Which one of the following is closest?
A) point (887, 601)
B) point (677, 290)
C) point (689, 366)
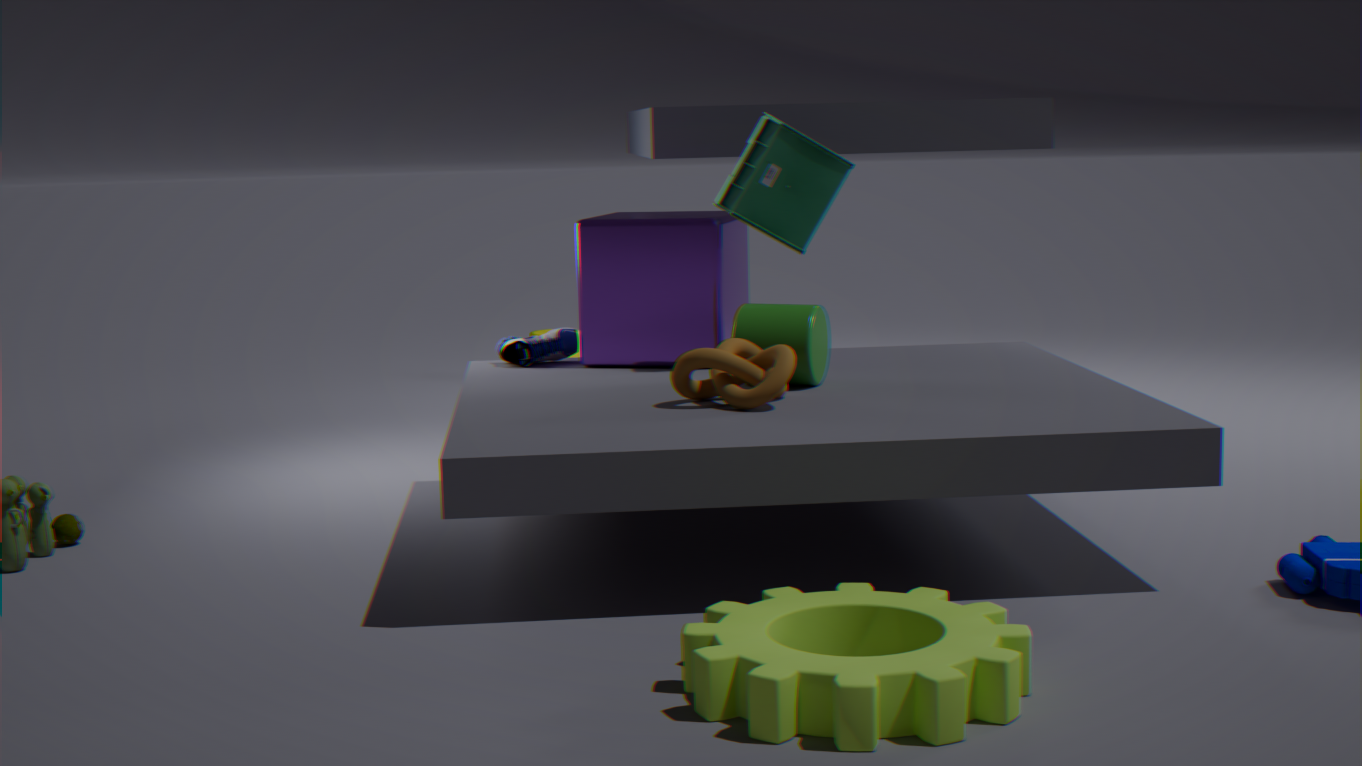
point (887, 601)
